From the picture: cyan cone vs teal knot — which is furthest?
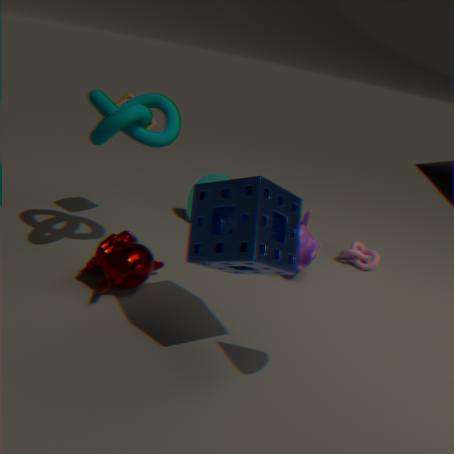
cyan cone
